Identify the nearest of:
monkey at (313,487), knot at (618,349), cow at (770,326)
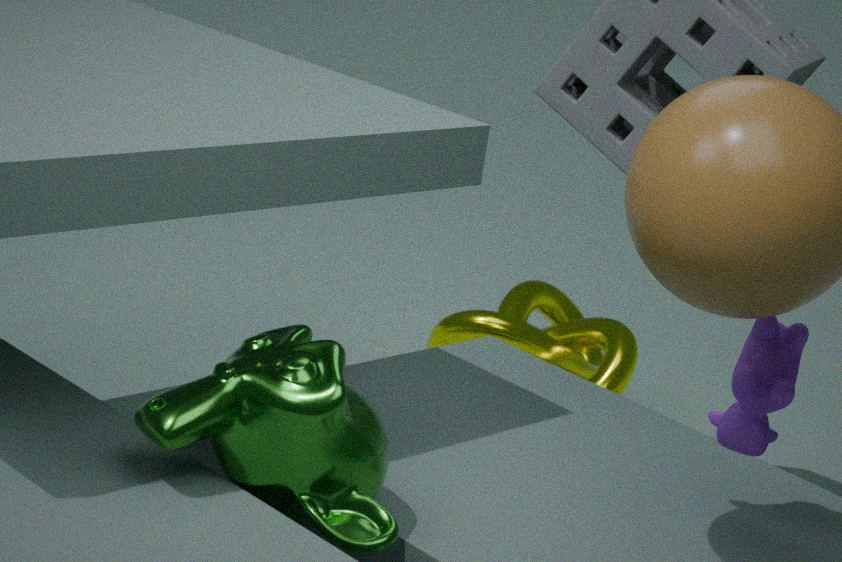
monkey at (313,487)
